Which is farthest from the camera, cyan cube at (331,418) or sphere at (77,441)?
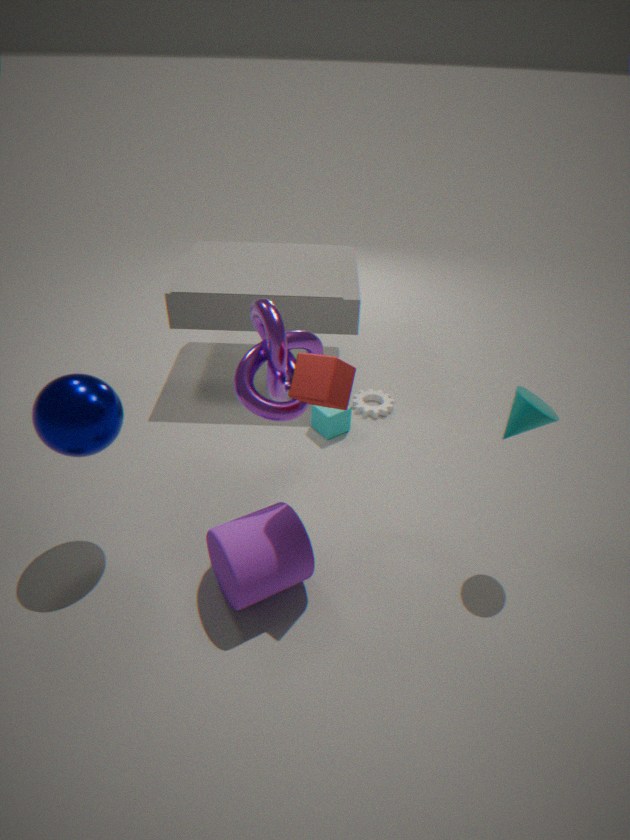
cyan cube at (331,418)
